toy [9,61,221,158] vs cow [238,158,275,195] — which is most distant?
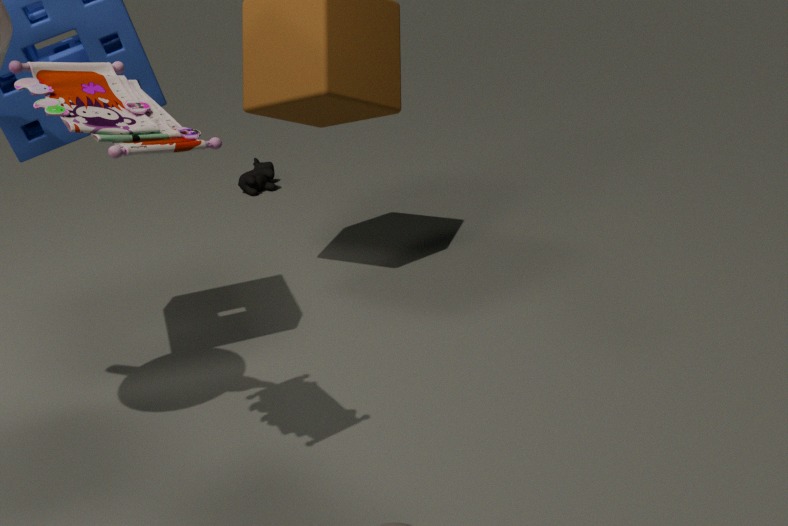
cow [238,158,275,195]
